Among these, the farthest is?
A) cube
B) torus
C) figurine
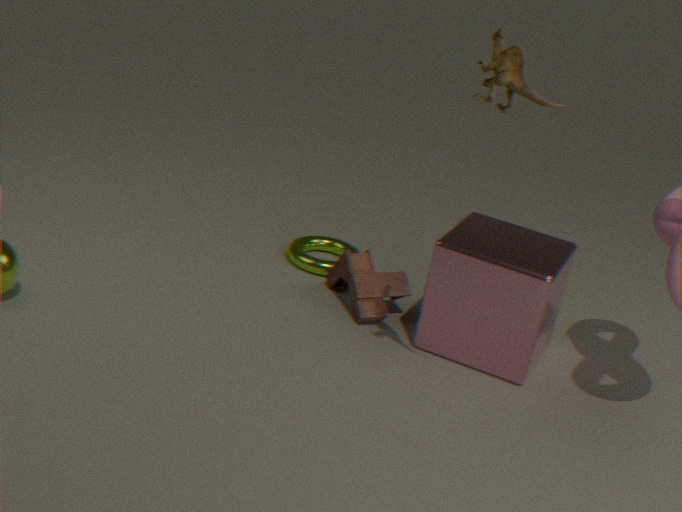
torus
